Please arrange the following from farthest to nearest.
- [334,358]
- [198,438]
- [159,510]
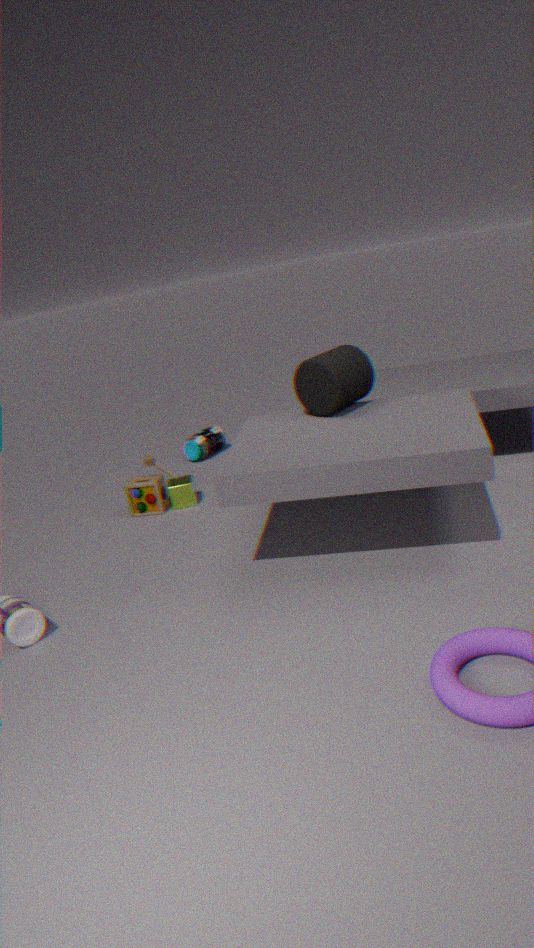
[198,438], [159,510], [334,358]
